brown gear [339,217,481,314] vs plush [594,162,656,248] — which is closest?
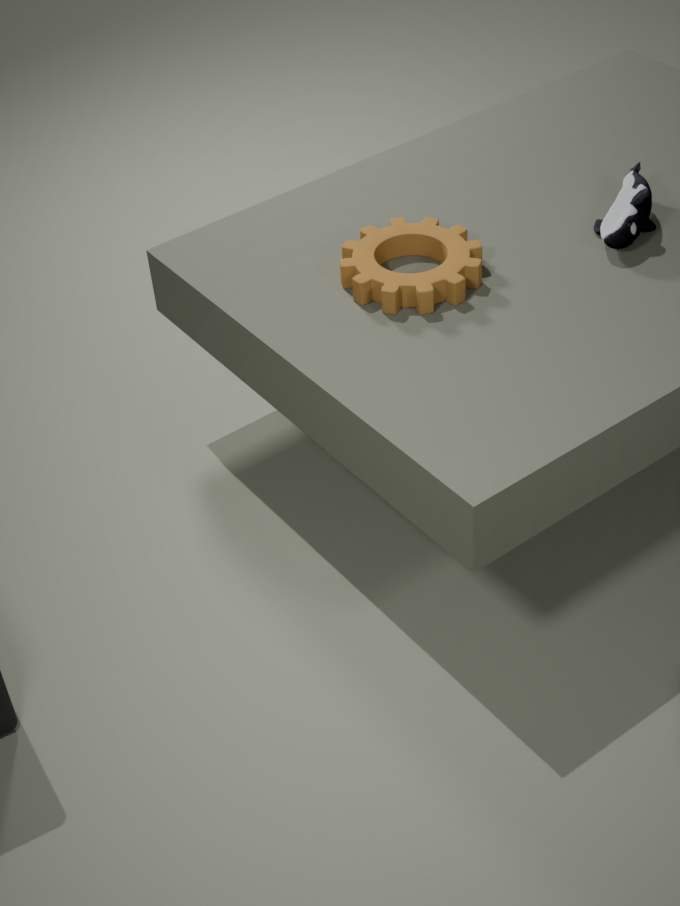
brown gear [339,217,481,314]
